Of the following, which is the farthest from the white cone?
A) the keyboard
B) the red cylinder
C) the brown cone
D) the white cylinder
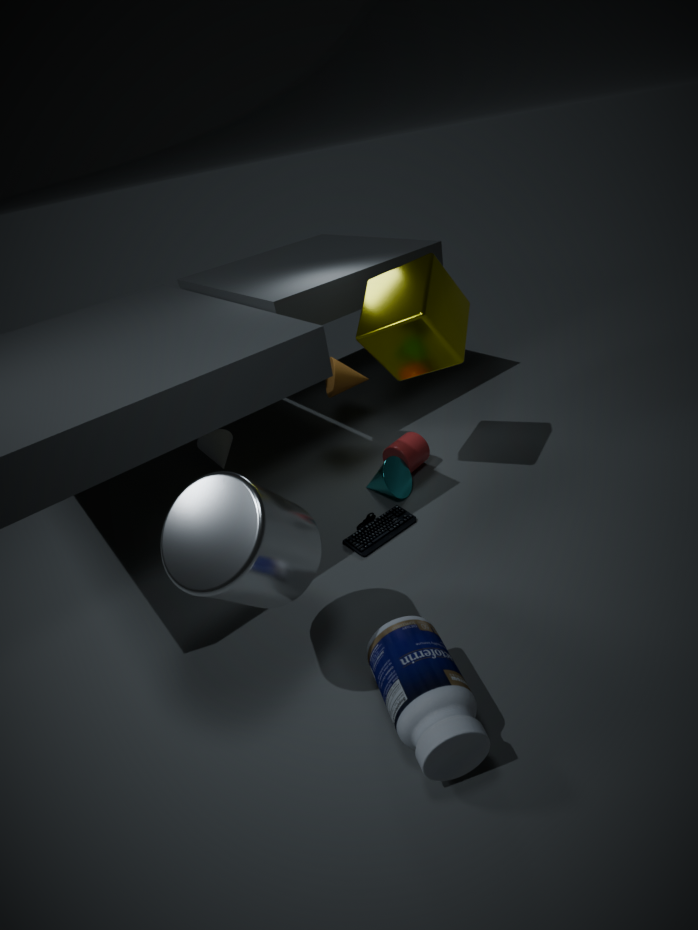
the white cylinder
